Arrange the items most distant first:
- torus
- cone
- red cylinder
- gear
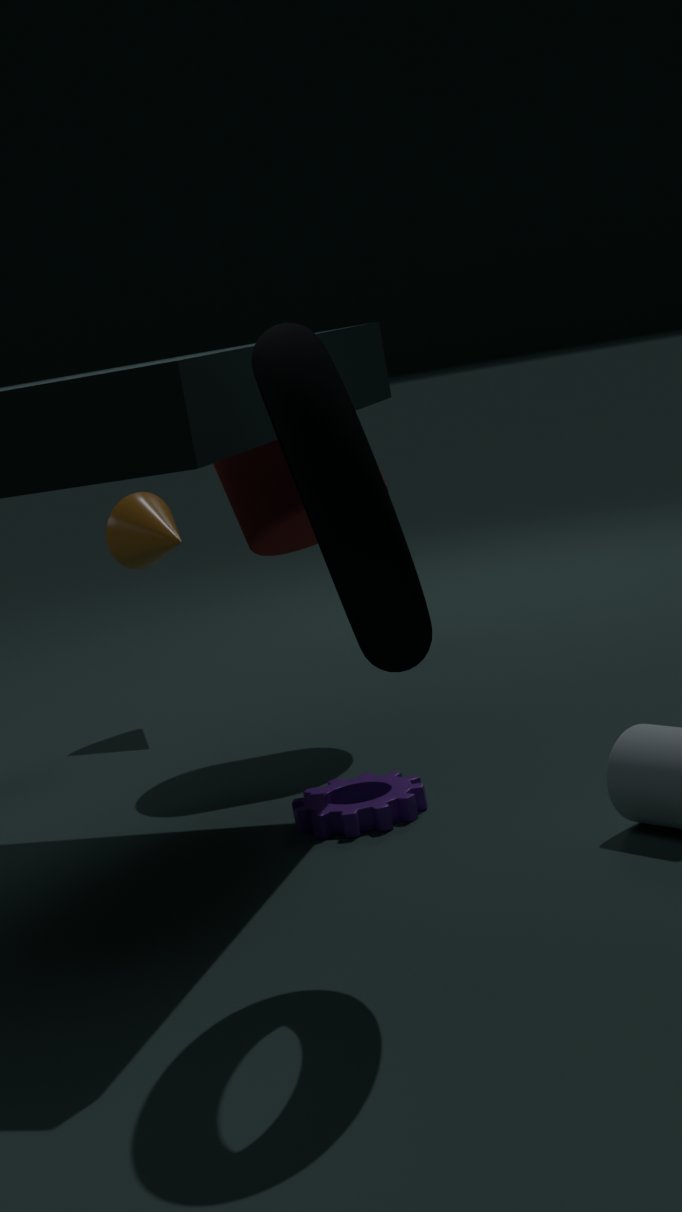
cone < red cylinder < gear < torus
